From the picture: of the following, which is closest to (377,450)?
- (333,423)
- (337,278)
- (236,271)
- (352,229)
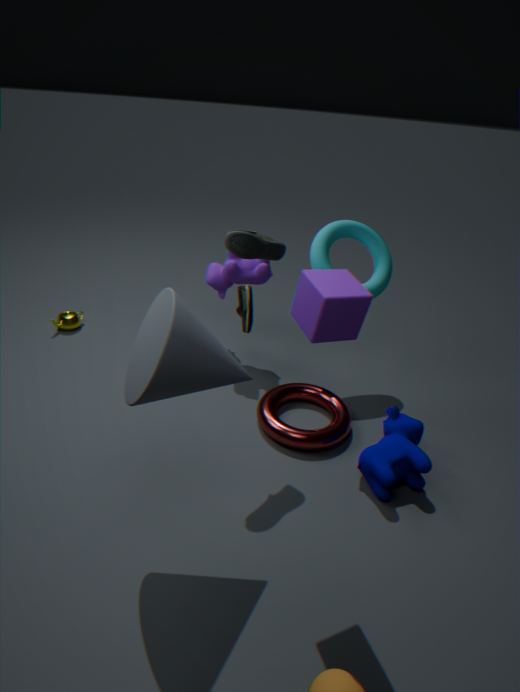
(333,423)
